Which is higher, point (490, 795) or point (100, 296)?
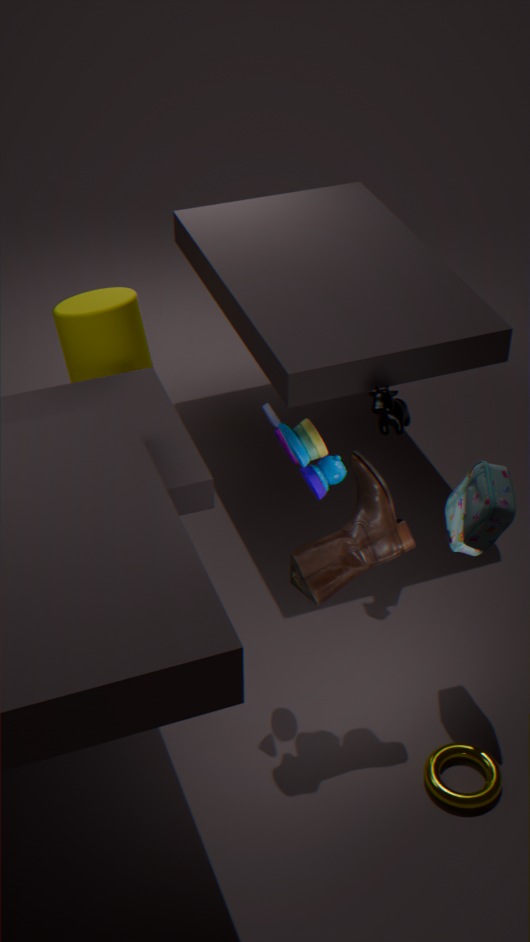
point (100, 296)
